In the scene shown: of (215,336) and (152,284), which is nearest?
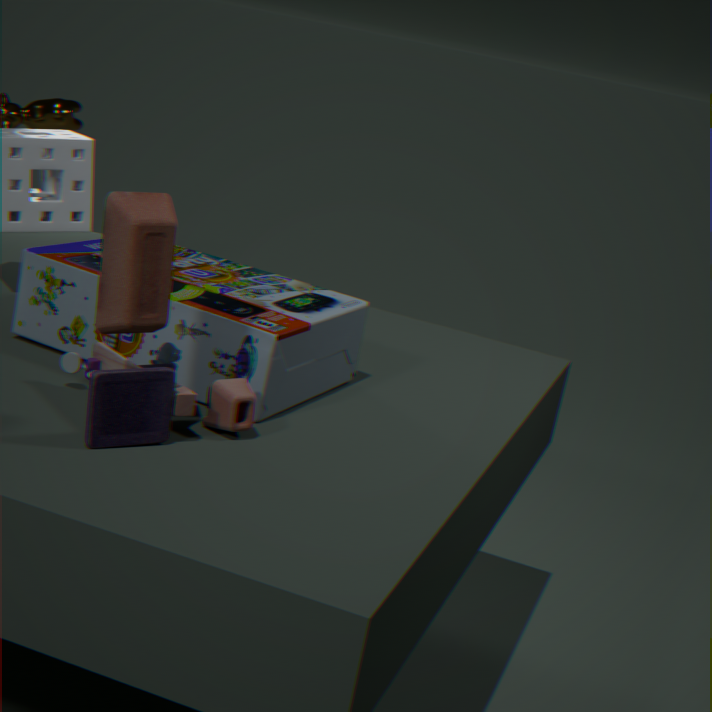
(152,284)
